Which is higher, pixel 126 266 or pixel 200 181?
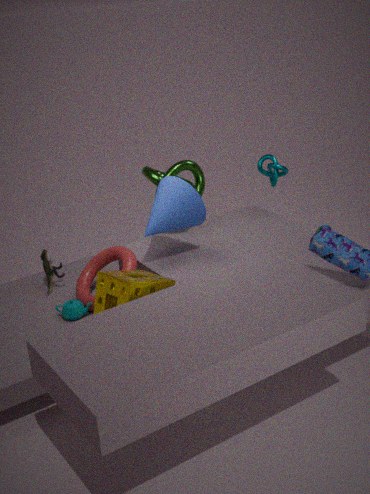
pixel 200 181
